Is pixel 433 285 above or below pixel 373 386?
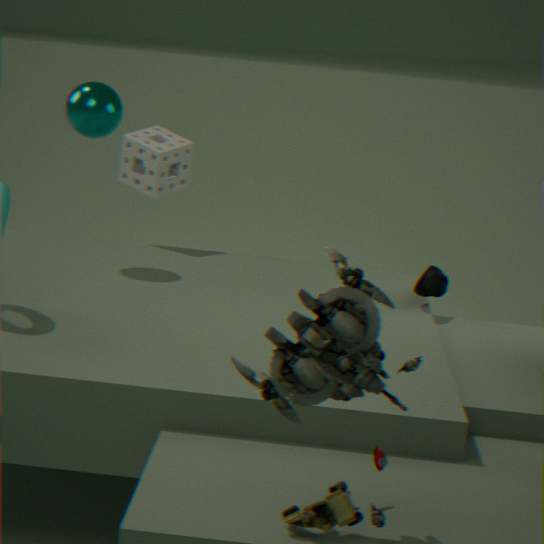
below
